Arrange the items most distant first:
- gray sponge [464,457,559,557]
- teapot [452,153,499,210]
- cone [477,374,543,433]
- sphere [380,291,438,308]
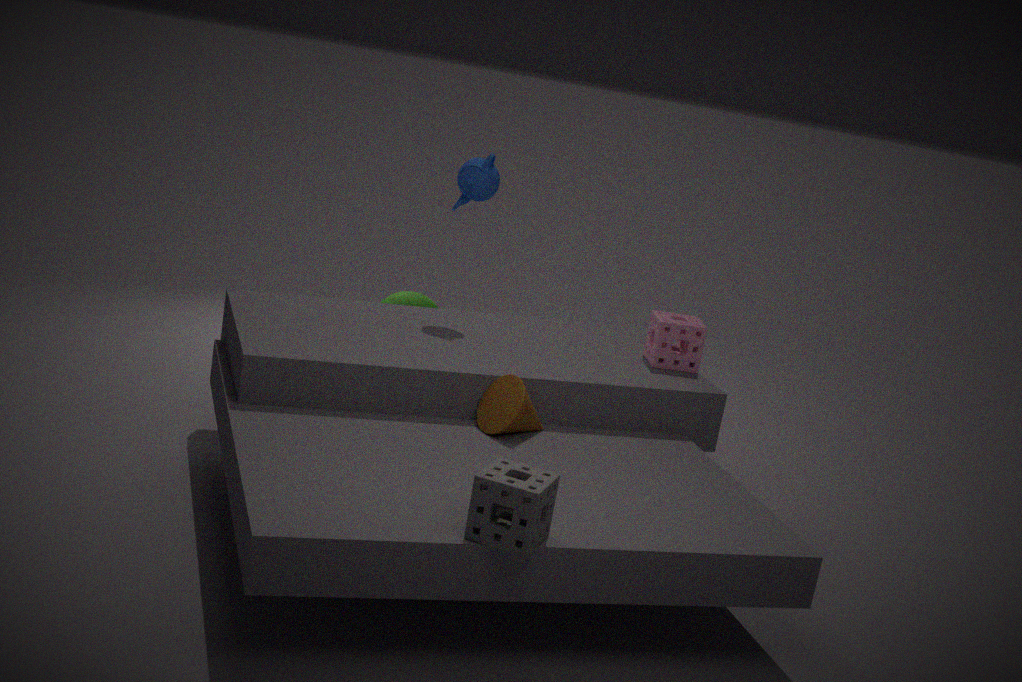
sphere [380,291,438,308], teapot [452,153,499,210], cone [477,374,543,433], gray sponge [464,457,559,557]
